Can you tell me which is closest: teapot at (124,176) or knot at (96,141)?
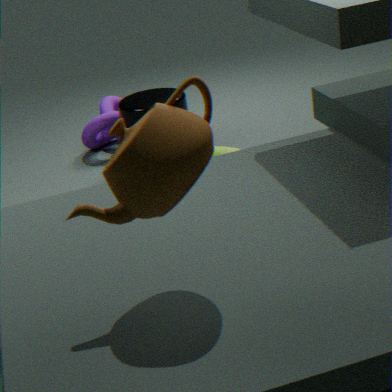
teapot at (124,176)
